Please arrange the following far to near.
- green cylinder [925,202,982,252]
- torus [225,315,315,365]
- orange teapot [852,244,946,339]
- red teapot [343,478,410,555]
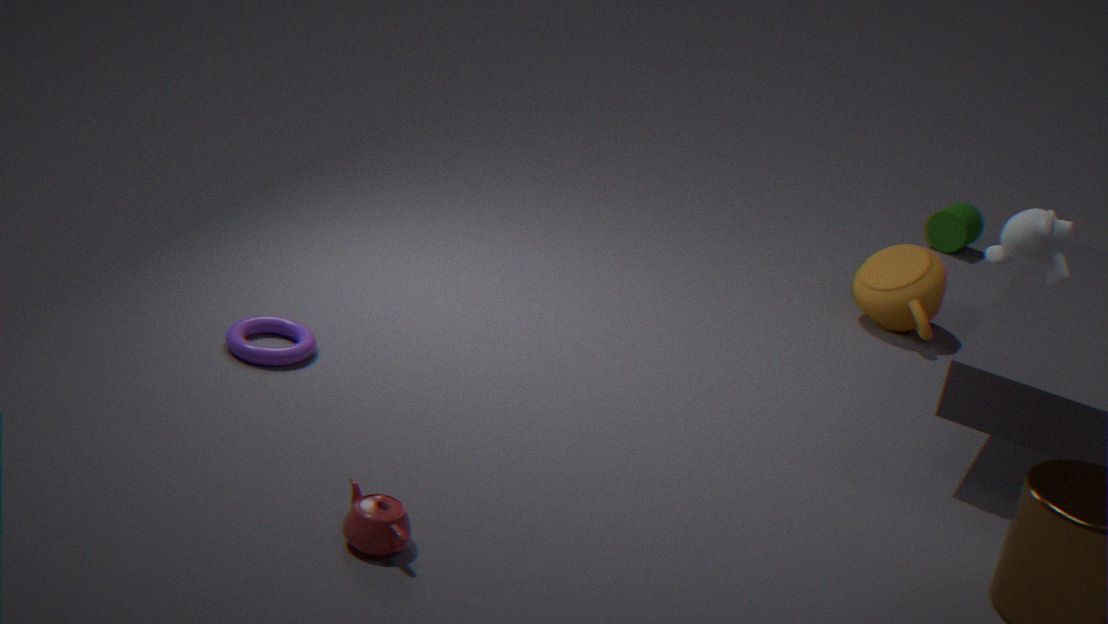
green cylinder [925,202,982,252]
orange teapot [852,244,946,339]
torus [225,315,315,365]
red teapot [343,478,410,555]
